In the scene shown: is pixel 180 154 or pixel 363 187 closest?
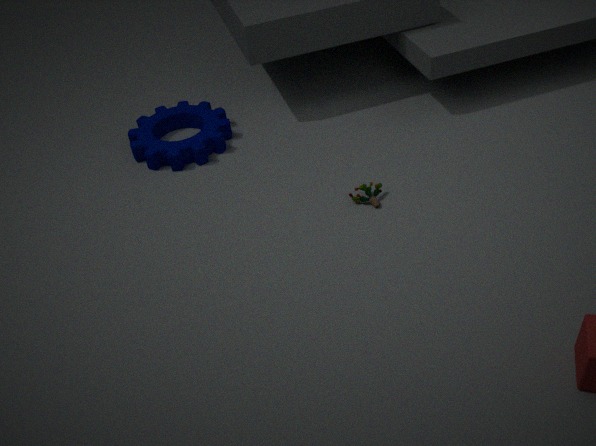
pixel 363 187
